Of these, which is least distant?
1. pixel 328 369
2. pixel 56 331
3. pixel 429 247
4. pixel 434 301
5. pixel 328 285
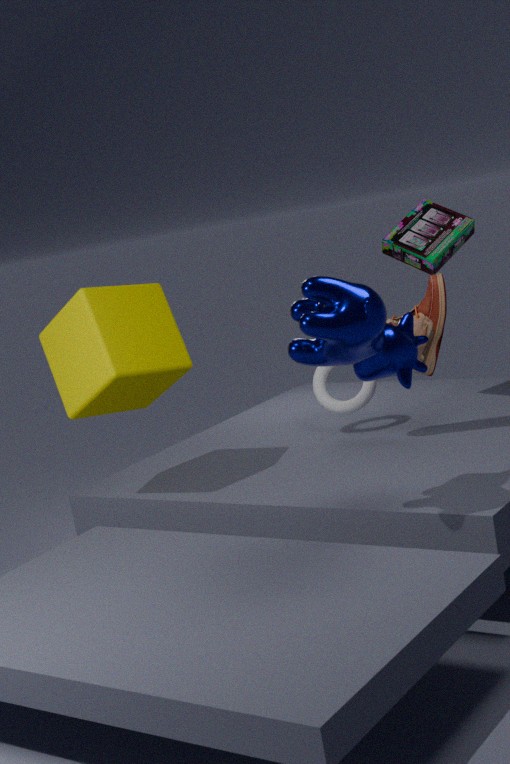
pixel 328 285
